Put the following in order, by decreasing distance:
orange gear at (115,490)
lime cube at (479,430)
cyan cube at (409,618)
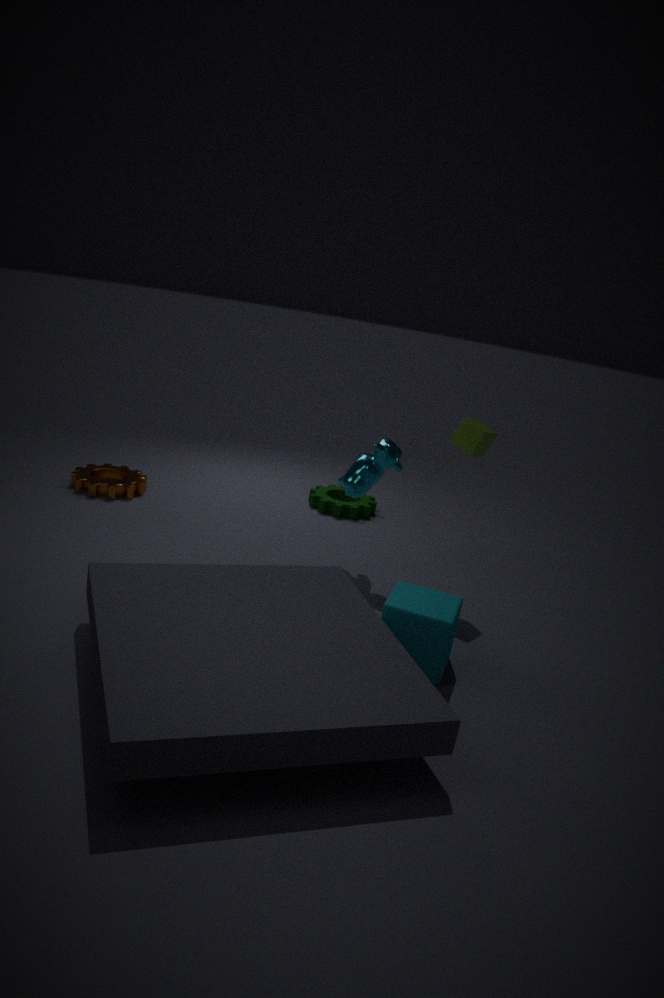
1. orange gear at (115,490)
2. lime cube at (479,430)
3. cyan cube at (409,618)
